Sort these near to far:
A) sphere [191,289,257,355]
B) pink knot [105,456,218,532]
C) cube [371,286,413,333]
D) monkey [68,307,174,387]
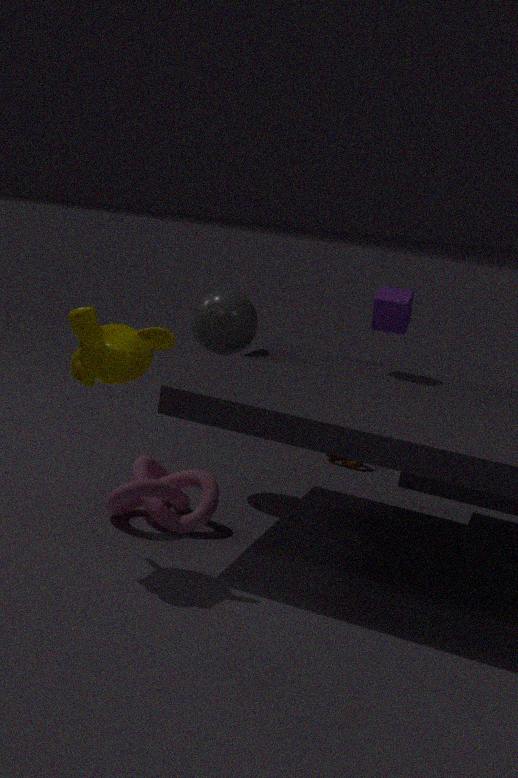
1. monkey [68,307,174,387]
2. pink knot [105,456,218,532]
3. cube [371,286,413,333]
4. sphere [191,289,257,355]
